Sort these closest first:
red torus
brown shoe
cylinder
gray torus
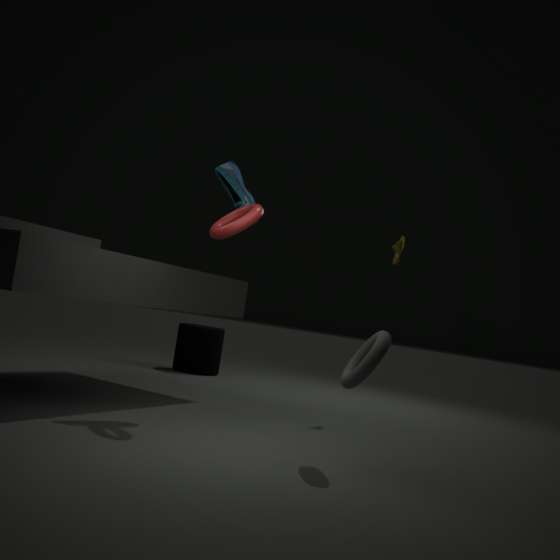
1. gray torus
2. red torus
3. brown shoe
4. cylinder
